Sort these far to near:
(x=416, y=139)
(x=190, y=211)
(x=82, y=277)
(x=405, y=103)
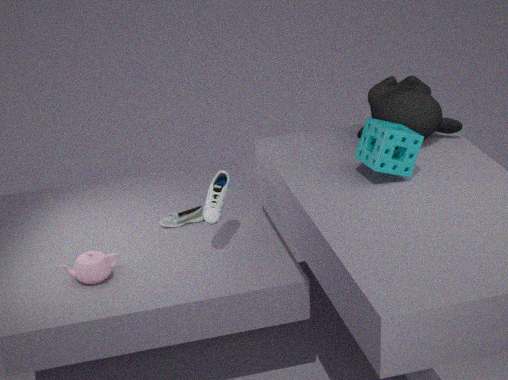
(x=190, y=211)
(x=405, y=103)
(x=82, y=277)
(x=416, y=139)
